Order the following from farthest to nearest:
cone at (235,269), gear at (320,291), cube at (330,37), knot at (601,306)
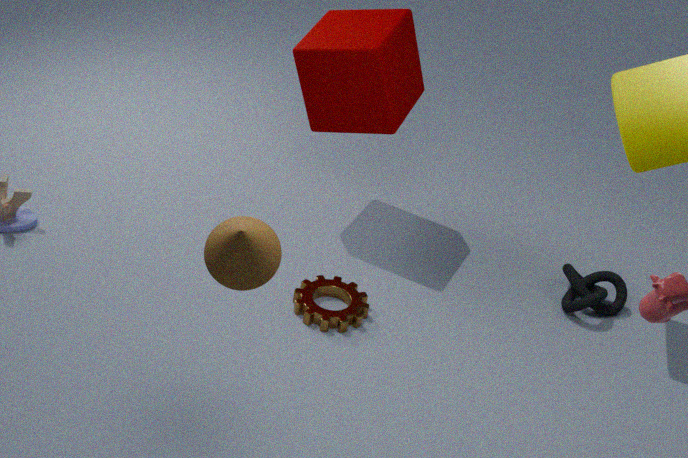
knot at (601,306), cube at (330,37), gear at (320,291), cone at (235,269)
